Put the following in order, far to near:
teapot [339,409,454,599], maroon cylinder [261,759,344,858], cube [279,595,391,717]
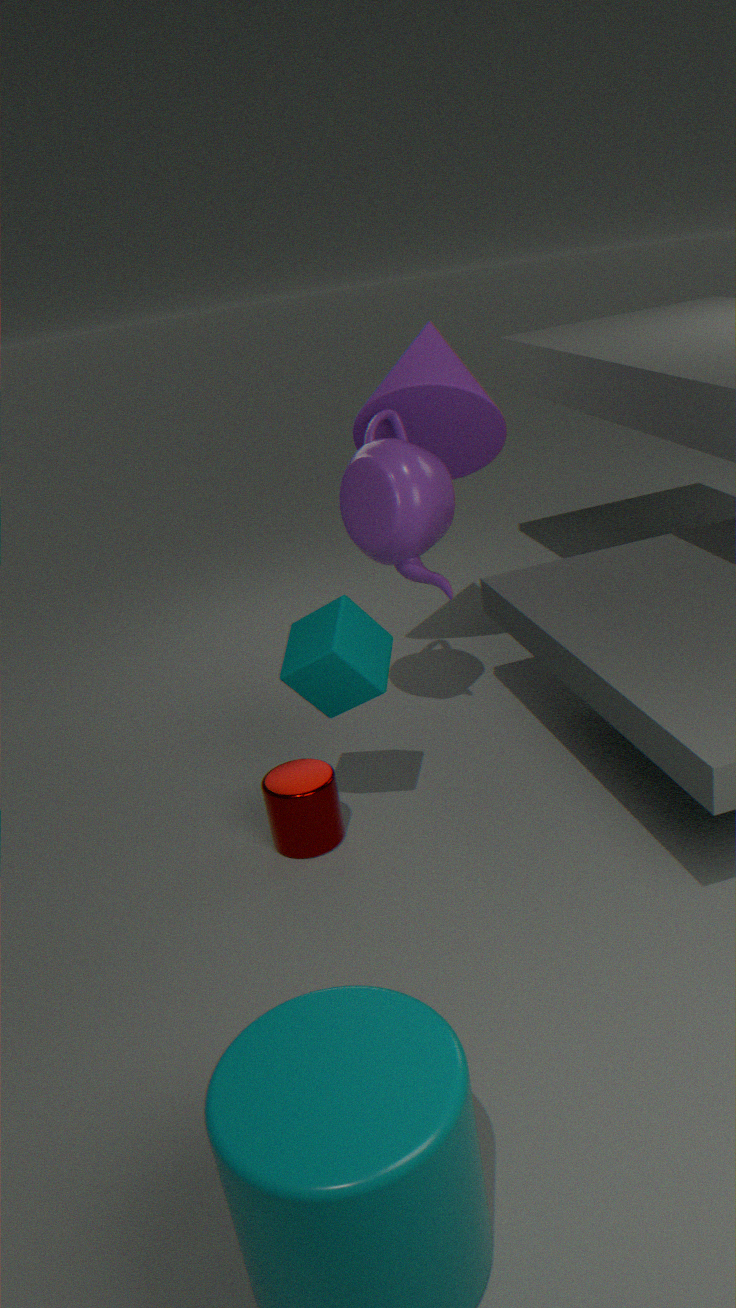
1. teapot [339,409,454,599]
2. maroon cylinder [261,759,344,858]
3. cube [279,595,391,717]
